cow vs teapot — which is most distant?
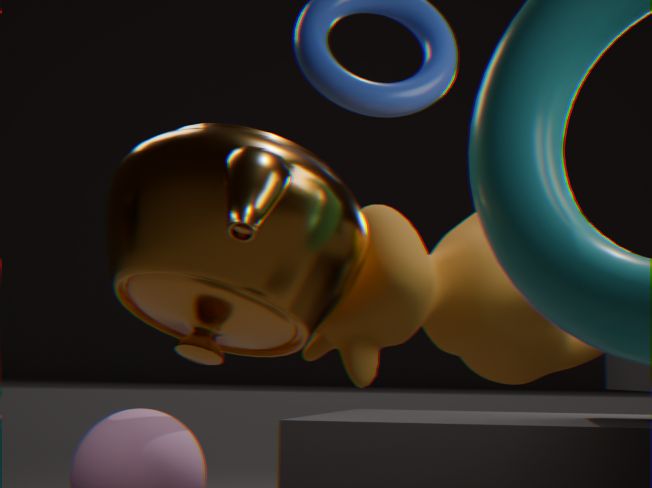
cow
